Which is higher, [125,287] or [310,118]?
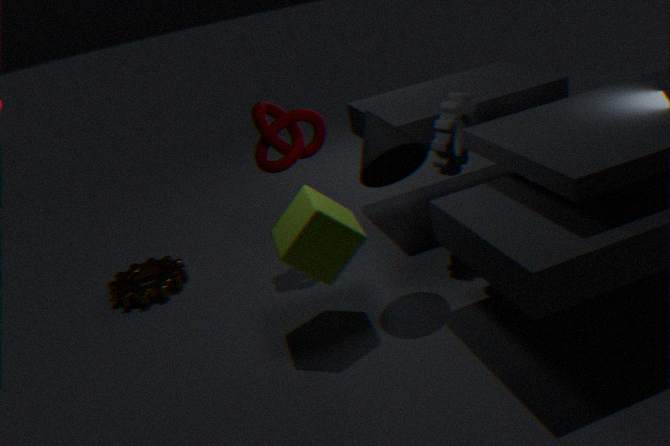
[310,118]
